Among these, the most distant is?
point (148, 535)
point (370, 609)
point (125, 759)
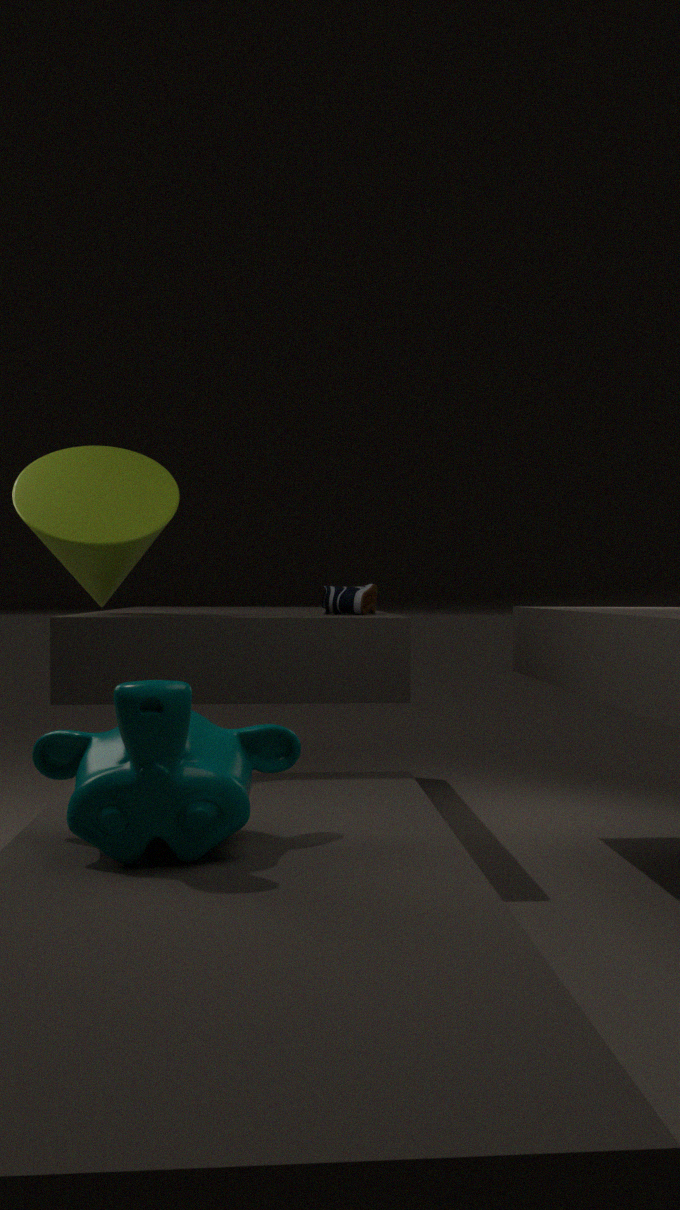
point (370, 609)
